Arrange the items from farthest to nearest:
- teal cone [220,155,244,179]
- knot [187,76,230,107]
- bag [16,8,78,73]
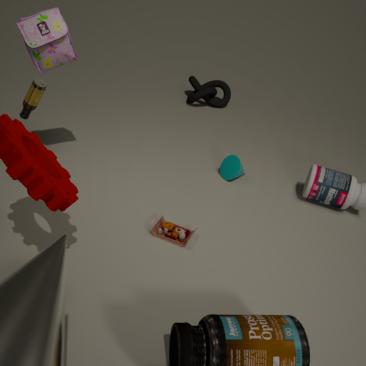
knot [187,76,230,107] → teal cone [220,155,244,179] → bag [16,8,78,73]
